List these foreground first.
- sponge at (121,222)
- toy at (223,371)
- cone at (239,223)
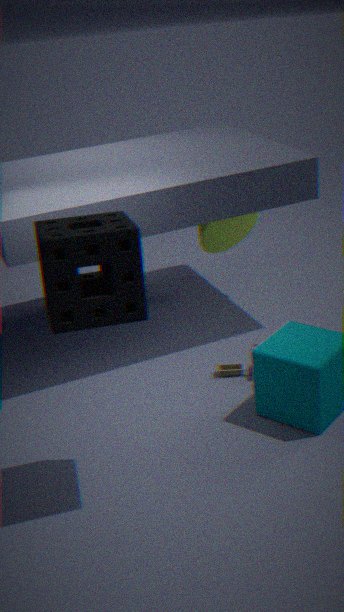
sponge at (121,222)
toy at (223,371)
cone at (239,223)
